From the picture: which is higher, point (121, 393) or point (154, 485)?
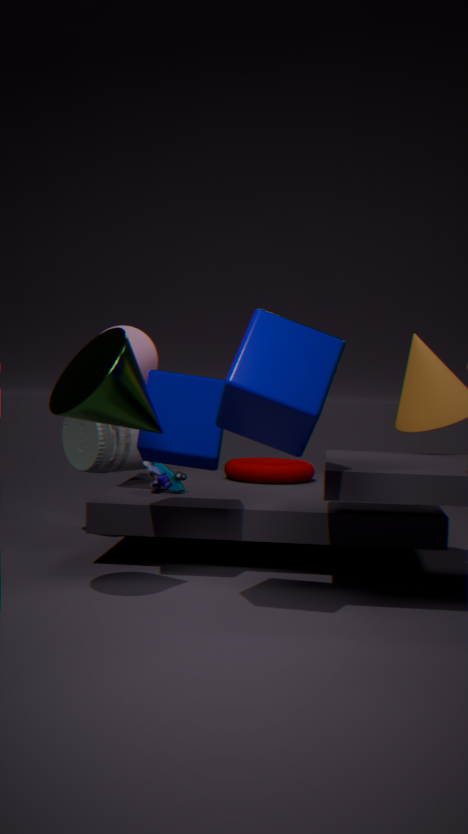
point (121, 393)
